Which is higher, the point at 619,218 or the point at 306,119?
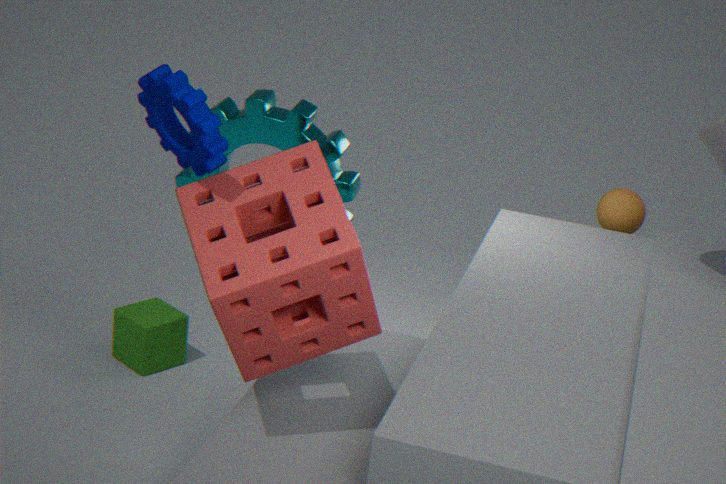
the point at 306,119
